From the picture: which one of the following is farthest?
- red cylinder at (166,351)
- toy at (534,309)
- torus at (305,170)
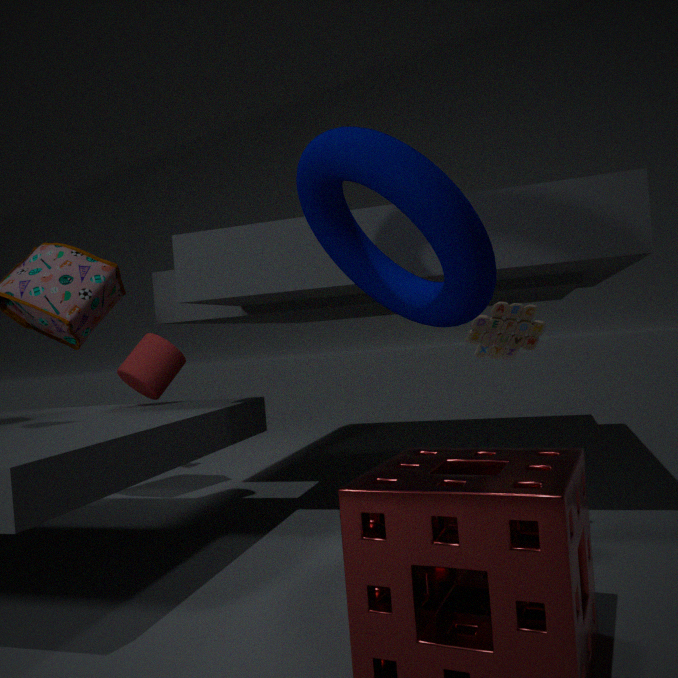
A: red cylinder at (166,351)
